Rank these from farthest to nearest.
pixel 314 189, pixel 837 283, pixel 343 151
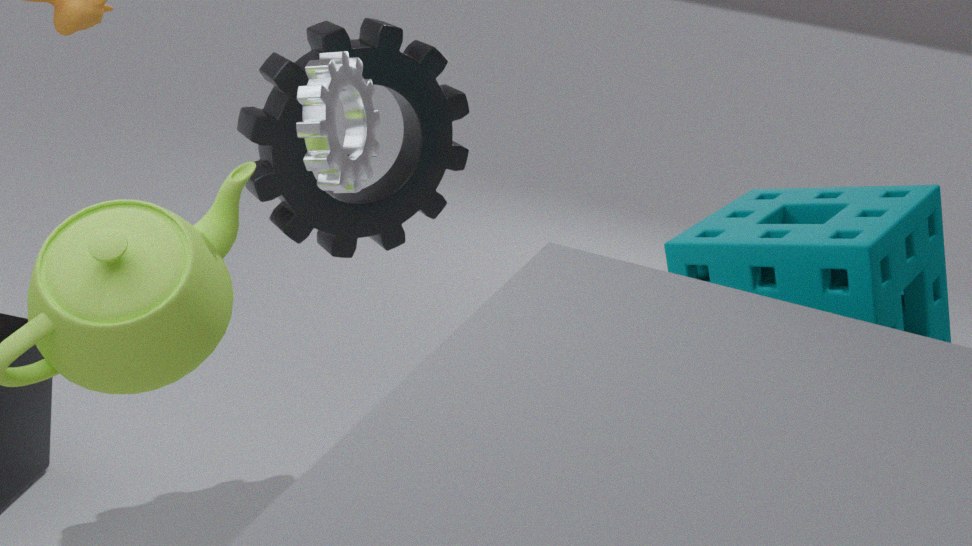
pixel 314 189
pixel 343 151
pixel 837 283
